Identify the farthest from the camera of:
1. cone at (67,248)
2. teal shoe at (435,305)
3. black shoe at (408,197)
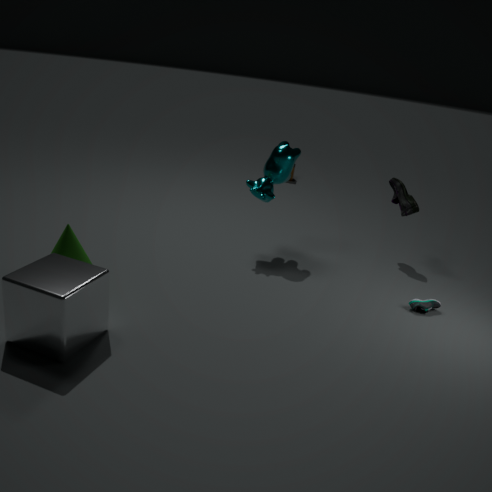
black shoe at (408,197)
